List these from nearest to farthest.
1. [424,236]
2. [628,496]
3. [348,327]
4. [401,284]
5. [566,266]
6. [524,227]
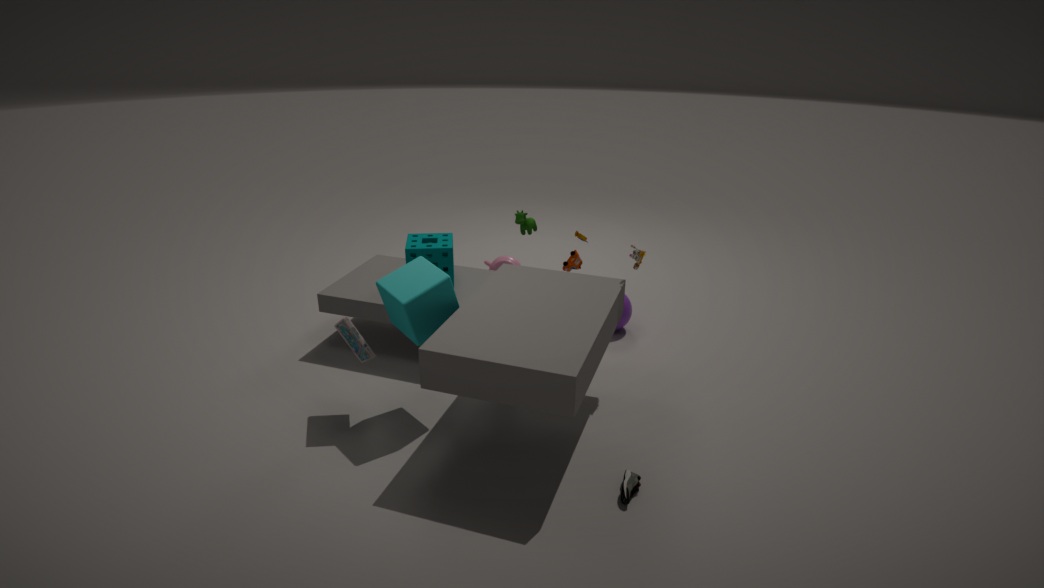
[628,496] → [401,284] → [348,327] → [424,236] → [566,266] → [524,227]
